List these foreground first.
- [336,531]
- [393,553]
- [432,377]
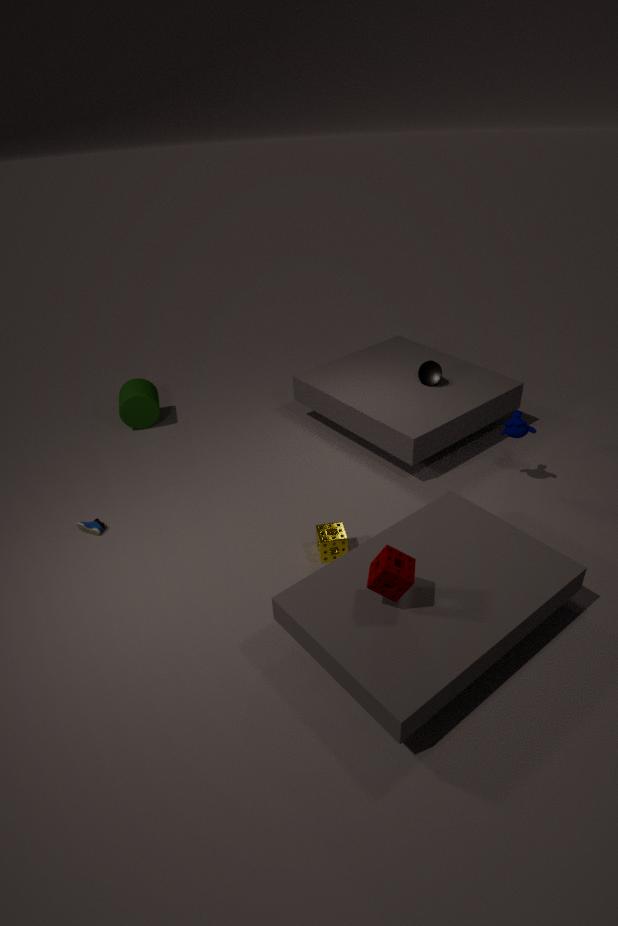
[393,553]
[336,531]
[432,377]
